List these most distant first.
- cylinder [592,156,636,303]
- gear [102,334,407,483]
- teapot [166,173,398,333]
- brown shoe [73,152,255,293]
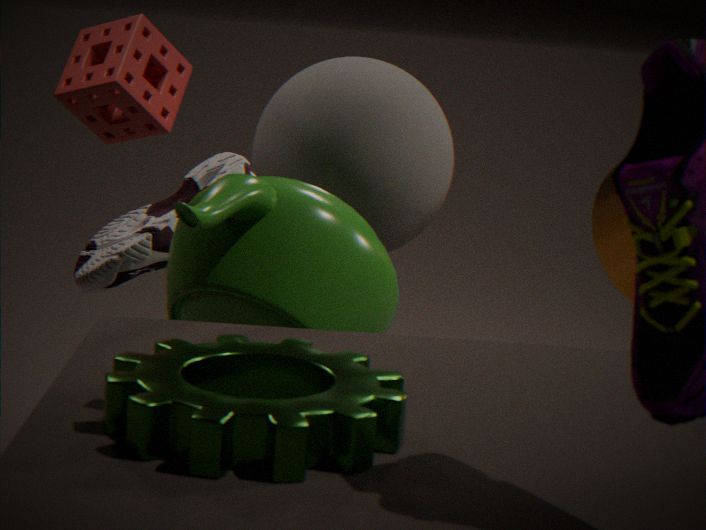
cylinder [592,156,636,303] < brown shoe [73,152,255,293] < teapot [166,173,398,333] < gear [102,334,407,483]
